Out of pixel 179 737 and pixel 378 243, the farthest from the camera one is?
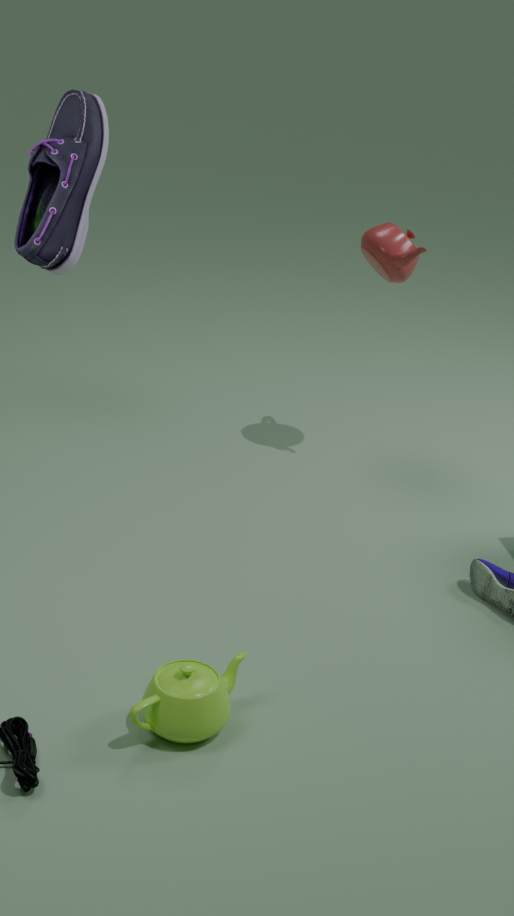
pixel 378 243
